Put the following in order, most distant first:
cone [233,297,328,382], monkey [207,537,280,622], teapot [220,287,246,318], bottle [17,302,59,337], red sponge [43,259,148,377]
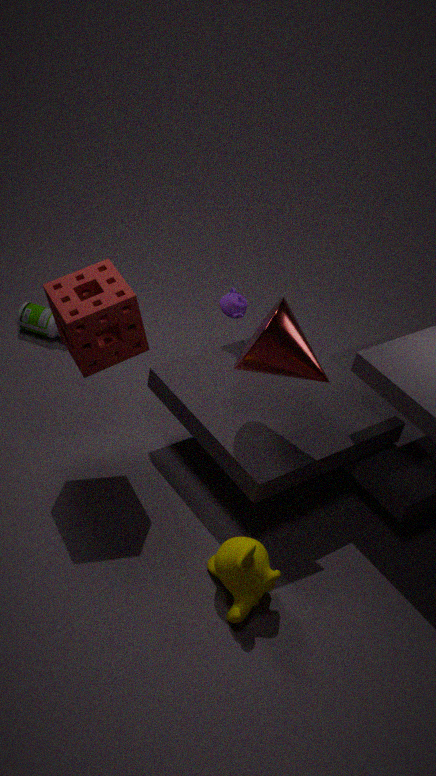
bottle [17,302,59,337] → teapot [220,287,246,318] → red sponge [43,259,148,377] → cone [233,297,328,382] → monkey [207,537,280,622]
